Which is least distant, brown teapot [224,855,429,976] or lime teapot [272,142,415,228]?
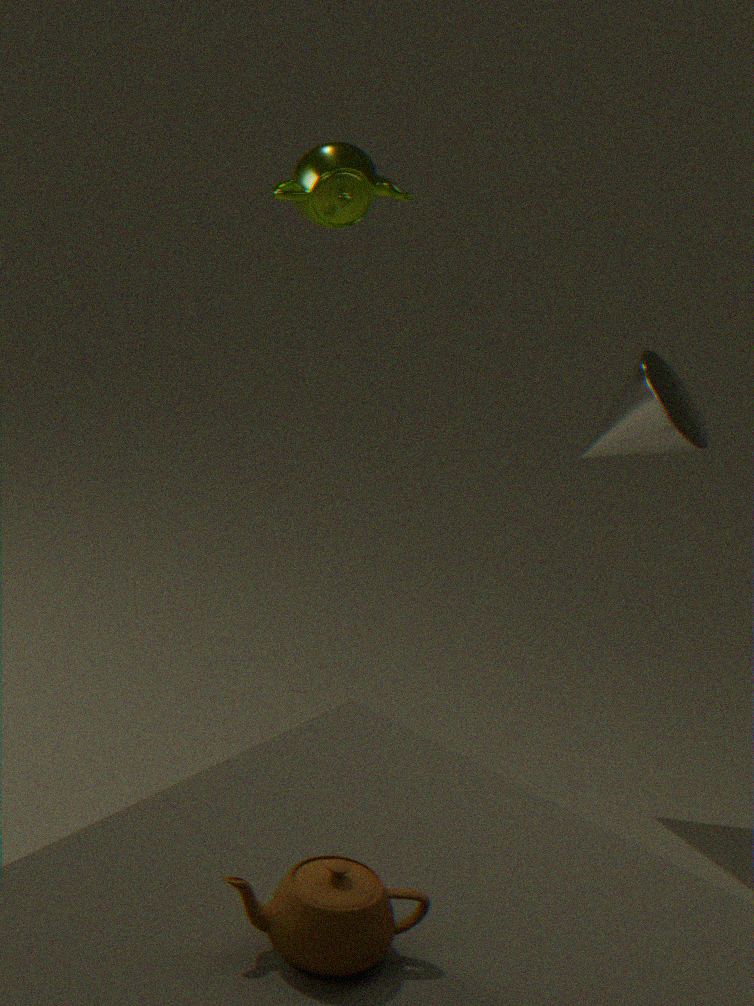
brown teapot [224,855,429,976]
